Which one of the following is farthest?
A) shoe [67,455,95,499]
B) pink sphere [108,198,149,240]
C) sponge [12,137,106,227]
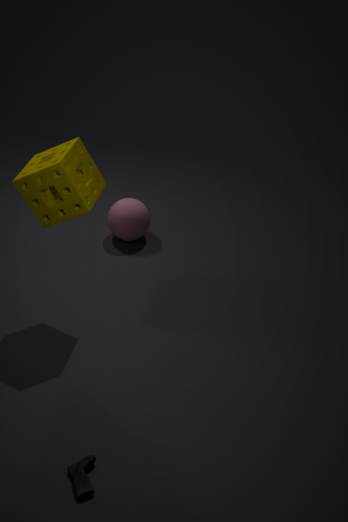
pink sphere [108,198,149,240]
